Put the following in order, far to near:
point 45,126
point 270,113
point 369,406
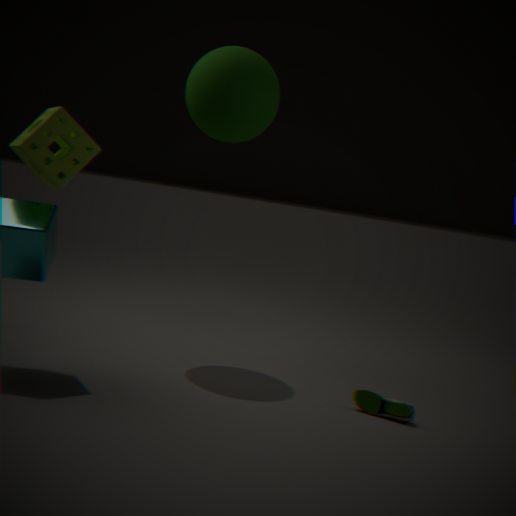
point 270,113 < point 369,406 < point 45,126
